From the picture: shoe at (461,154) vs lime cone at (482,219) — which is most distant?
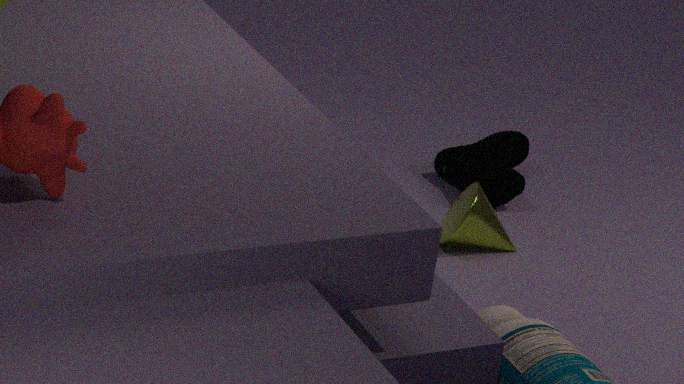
shoe at (461,154)
